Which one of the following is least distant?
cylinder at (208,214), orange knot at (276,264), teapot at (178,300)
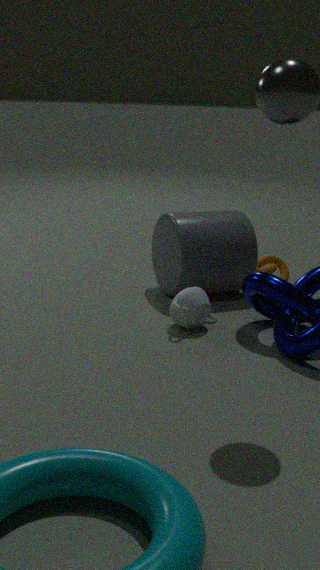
teapot at (178,300)
